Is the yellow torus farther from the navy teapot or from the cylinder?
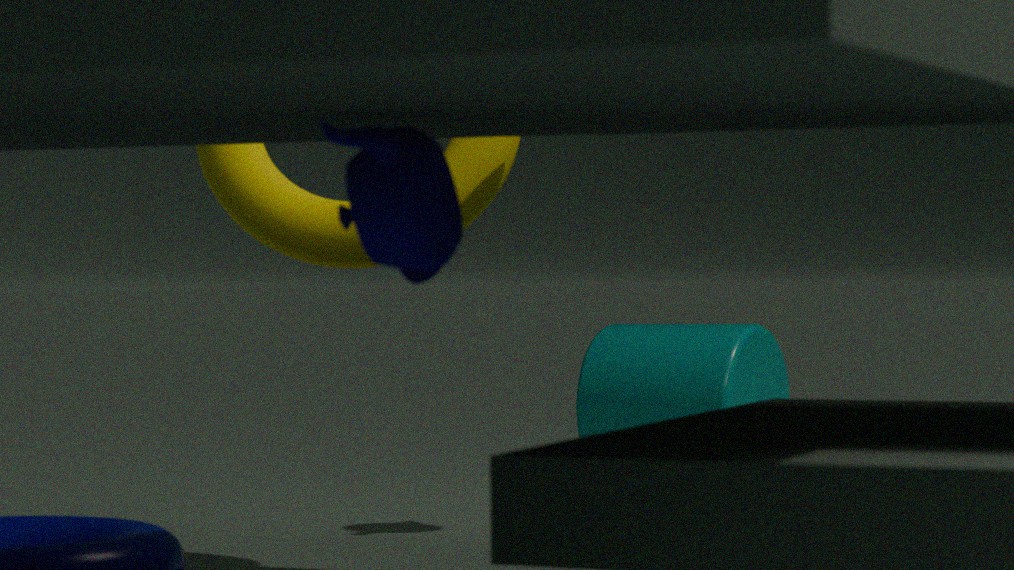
the cylinder
